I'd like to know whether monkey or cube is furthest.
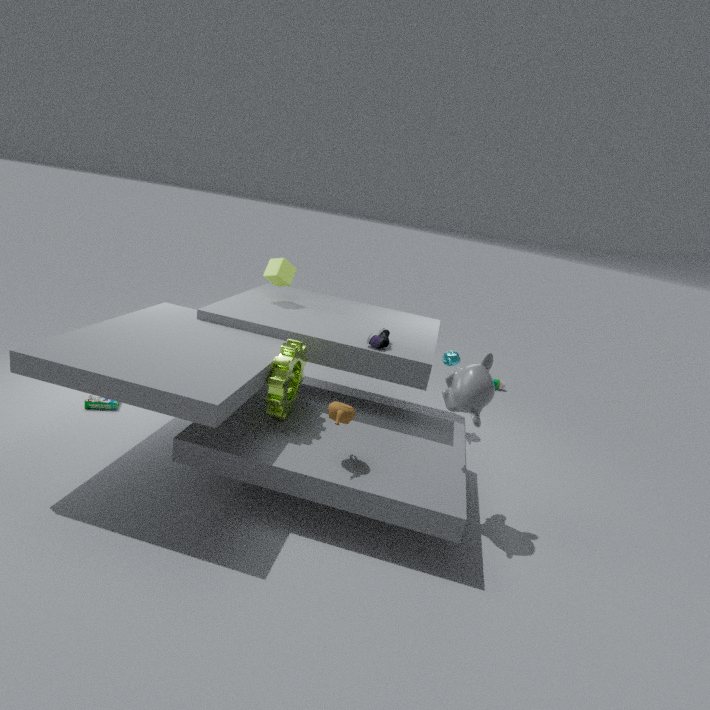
cube
